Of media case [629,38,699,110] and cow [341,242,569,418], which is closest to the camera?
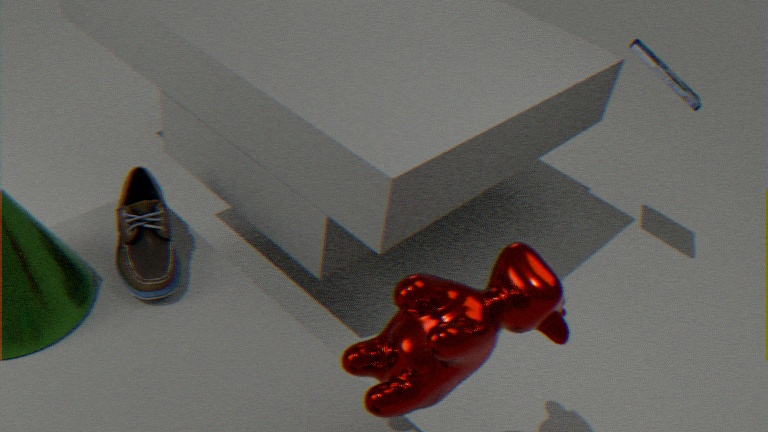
cow [341,242,569,418]
